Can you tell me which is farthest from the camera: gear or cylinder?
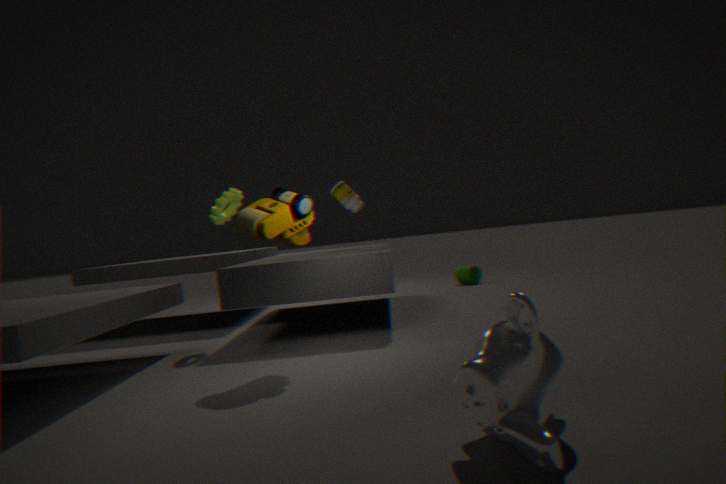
cylinder
